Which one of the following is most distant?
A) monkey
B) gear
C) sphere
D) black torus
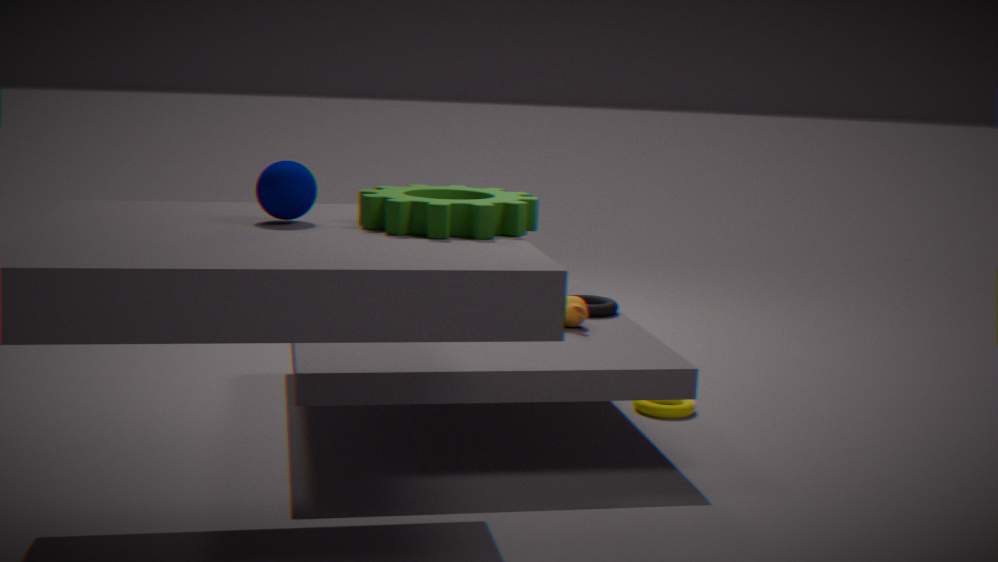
black torus
